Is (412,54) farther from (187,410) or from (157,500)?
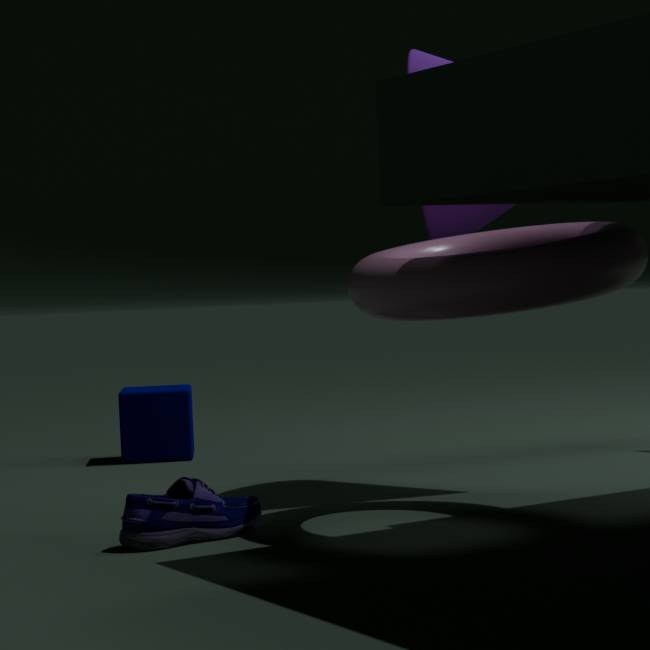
(187,410)
